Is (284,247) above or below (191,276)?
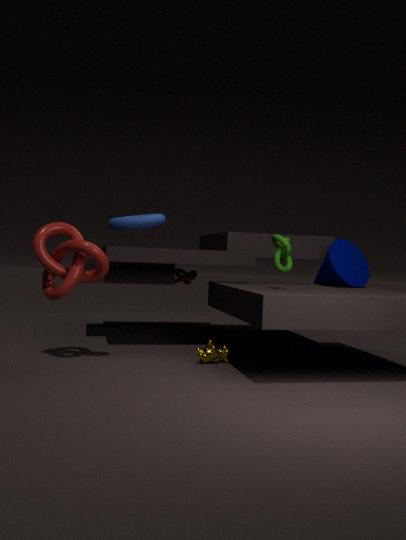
above
